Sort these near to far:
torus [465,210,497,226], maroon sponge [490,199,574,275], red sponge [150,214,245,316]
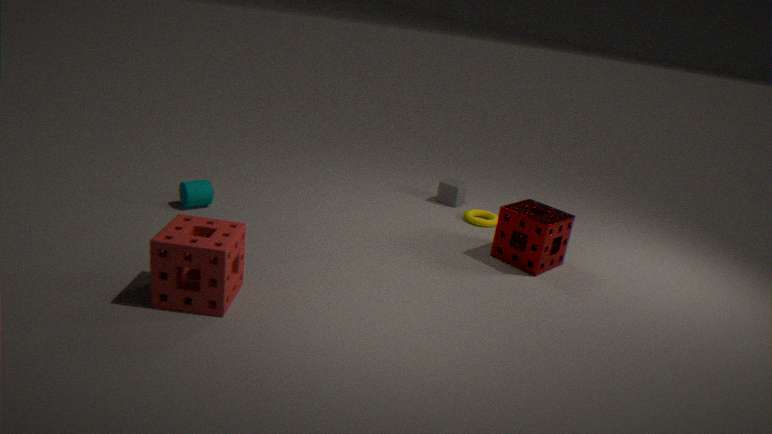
red sponge [150,214,245,316], maroon sponge [490,199,574,275], torus [465,210,497,226]
